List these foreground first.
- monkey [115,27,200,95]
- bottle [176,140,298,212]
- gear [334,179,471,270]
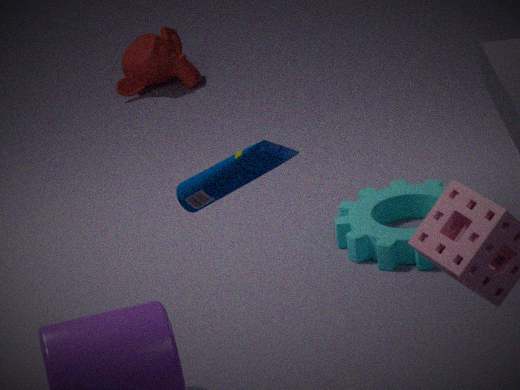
bottle [176,140,298,212], gear [334,179,471,270], monkey [115,27,200,95]
